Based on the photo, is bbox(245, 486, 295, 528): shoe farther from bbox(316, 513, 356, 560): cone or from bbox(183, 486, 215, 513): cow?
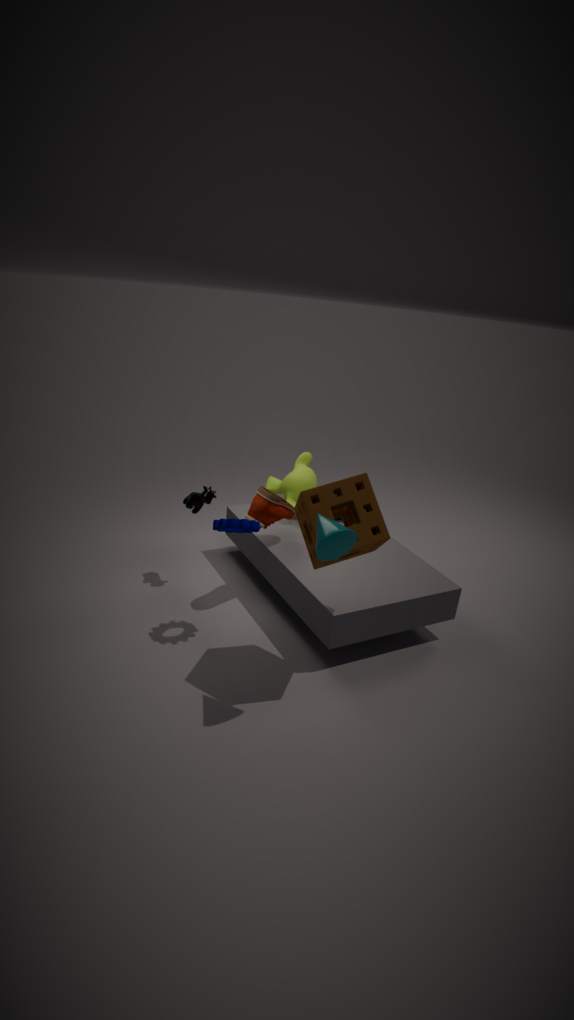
bbox(316, 513, 356, 560): cone
